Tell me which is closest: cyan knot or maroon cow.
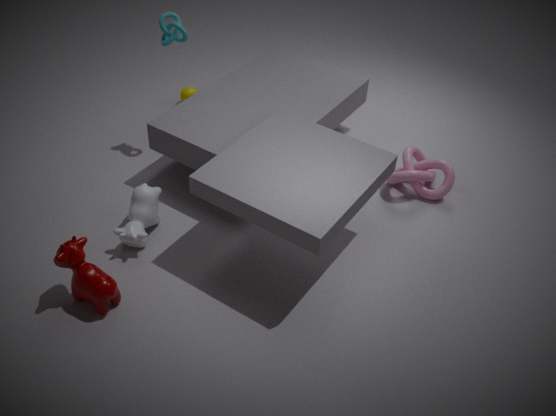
maroon cow
